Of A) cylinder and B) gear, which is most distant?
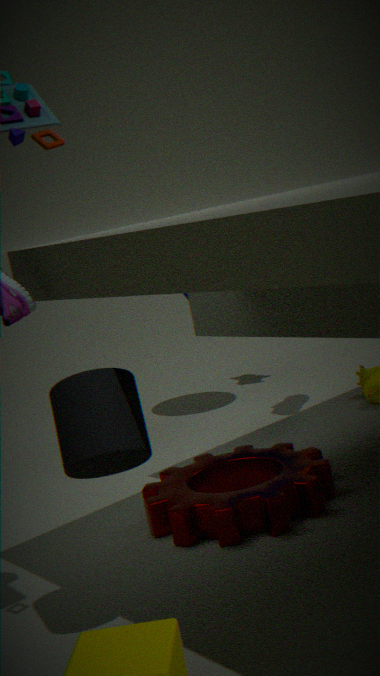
B. gear
